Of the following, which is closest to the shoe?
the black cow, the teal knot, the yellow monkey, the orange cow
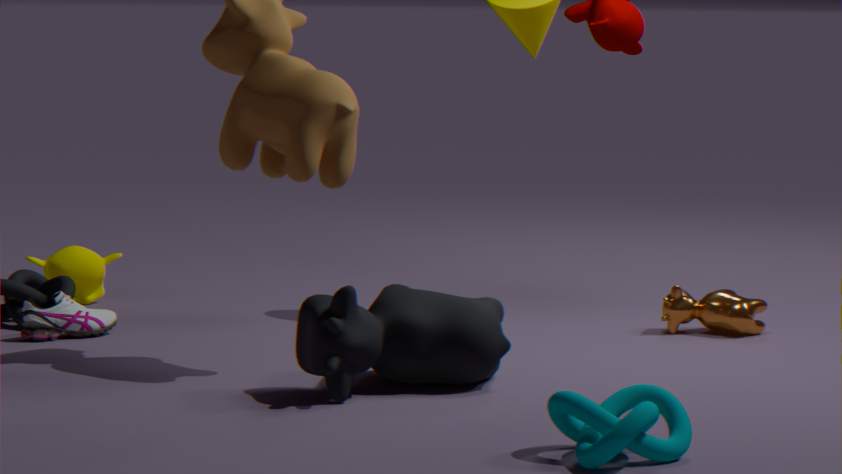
the yellow monkey
